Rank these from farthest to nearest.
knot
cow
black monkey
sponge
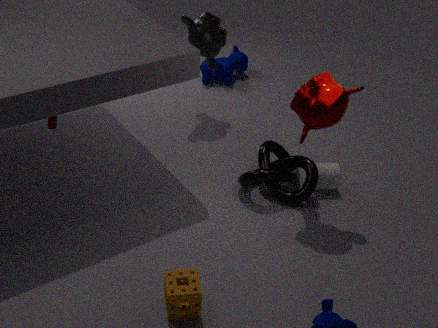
1. cow
2. black monkey
3. knot
4. sponge
